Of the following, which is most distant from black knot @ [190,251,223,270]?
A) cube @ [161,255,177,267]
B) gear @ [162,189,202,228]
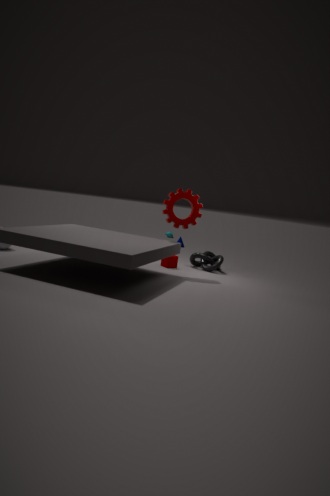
gear @ [162,189,202,228]
